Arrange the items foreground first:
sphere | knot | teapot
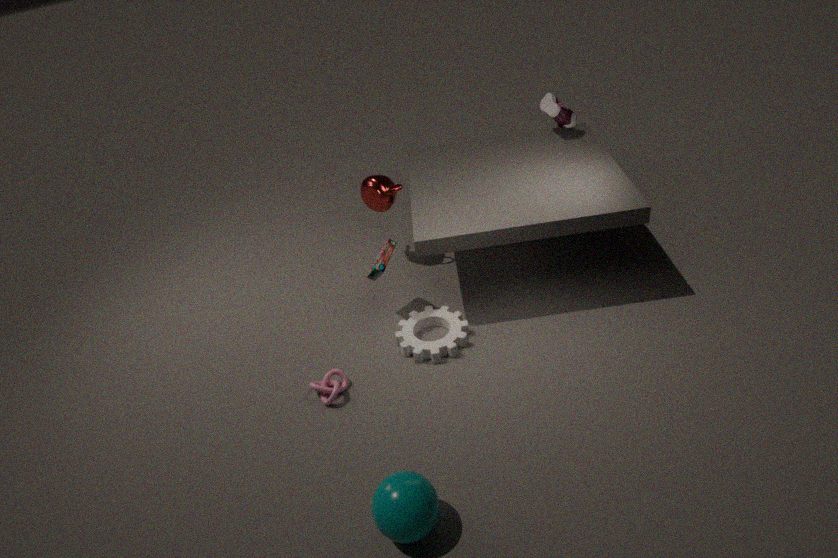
sphere
knot
teapot
